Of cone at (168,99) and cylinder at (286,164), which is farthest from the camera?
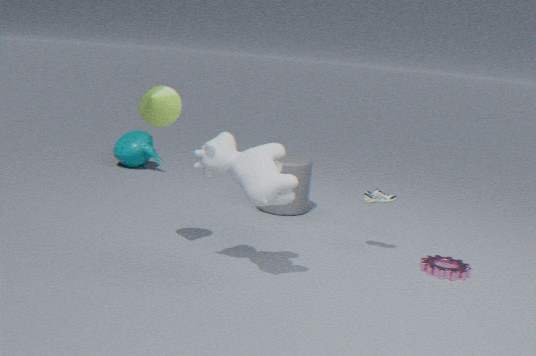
cylinder at (286,164)
